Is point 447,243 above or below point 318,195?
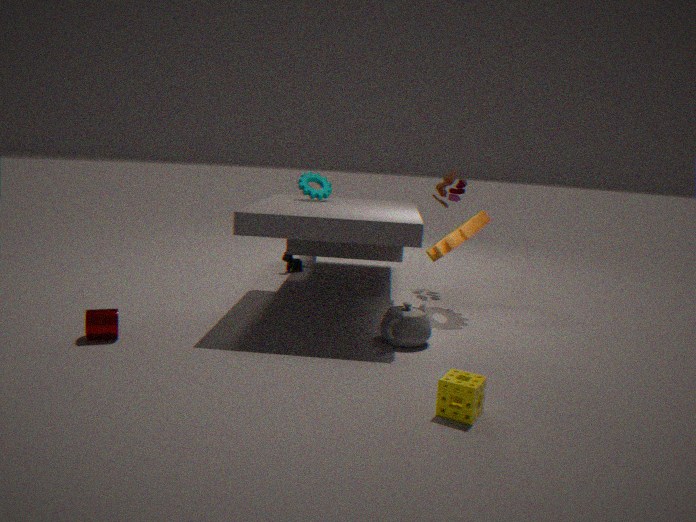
below
